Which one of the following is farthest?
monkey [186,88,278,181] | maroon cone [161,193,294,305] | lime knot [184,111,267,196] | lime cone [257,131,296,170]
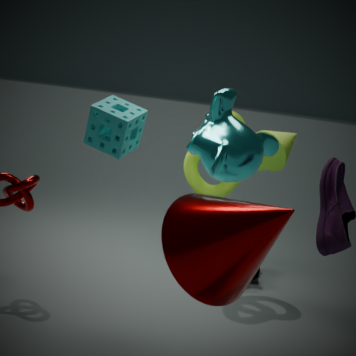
lime knot [184,111,267,196]
